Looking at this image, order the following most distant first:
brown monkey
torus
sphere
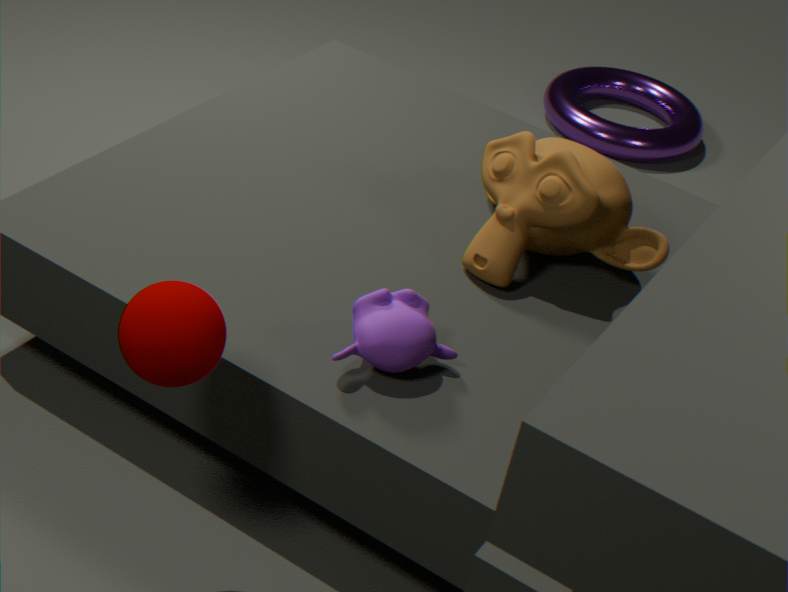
1. torus
2. brown monkey
3. sphere
